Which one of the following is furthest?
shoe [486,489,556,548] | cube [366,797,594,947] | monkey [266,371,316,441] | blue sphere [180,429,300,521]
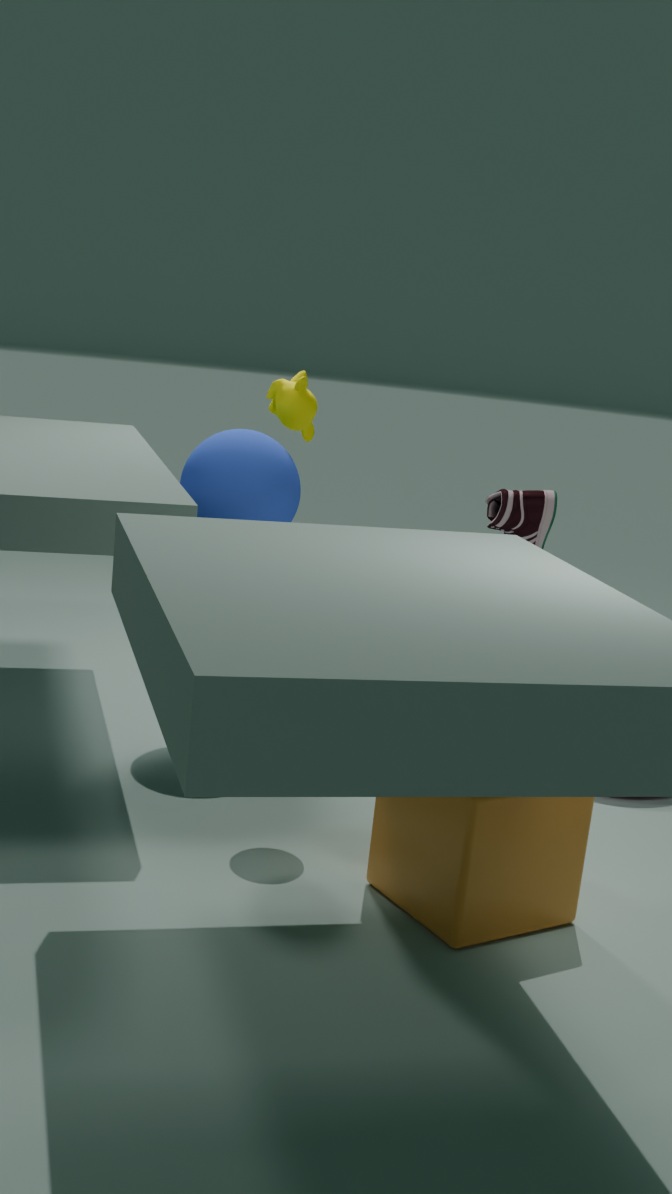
shoe [486,489,556,548]
